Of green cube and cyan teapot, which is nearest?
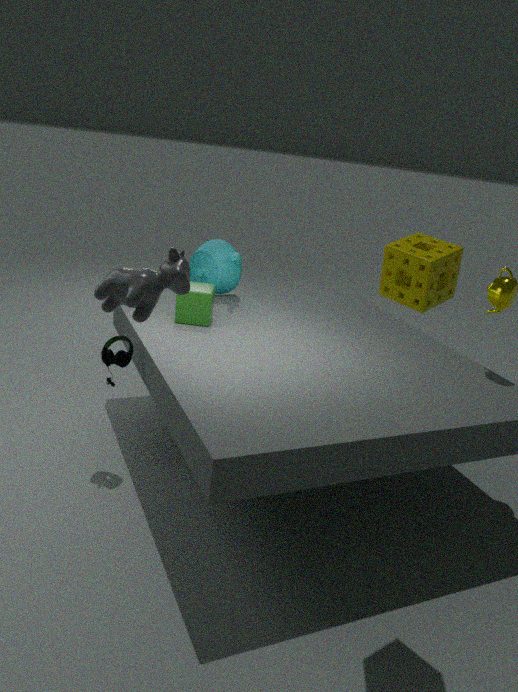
green cube
